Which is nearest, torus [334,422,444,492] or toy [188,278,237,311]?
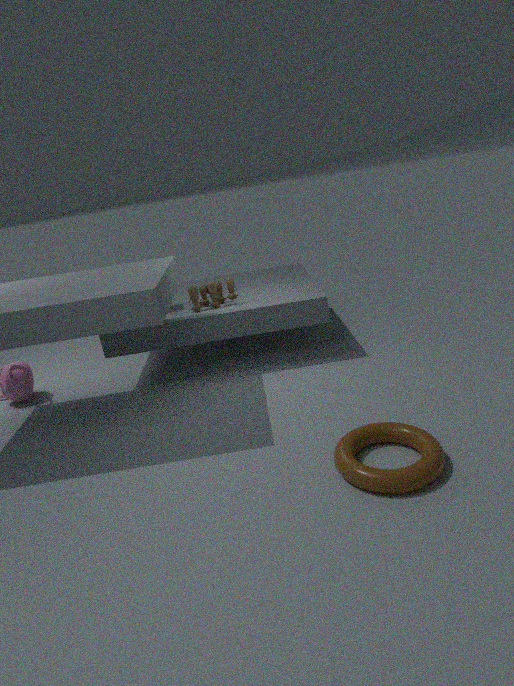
torus [334,422,444,492]
